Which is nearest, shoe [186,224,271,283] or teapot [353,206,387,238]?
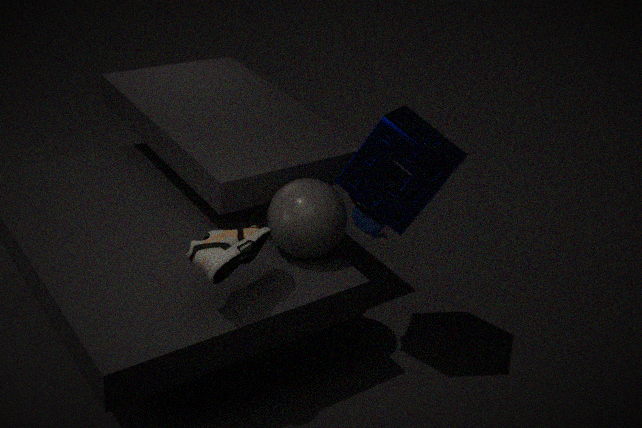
shoe [186,224,271,283]
